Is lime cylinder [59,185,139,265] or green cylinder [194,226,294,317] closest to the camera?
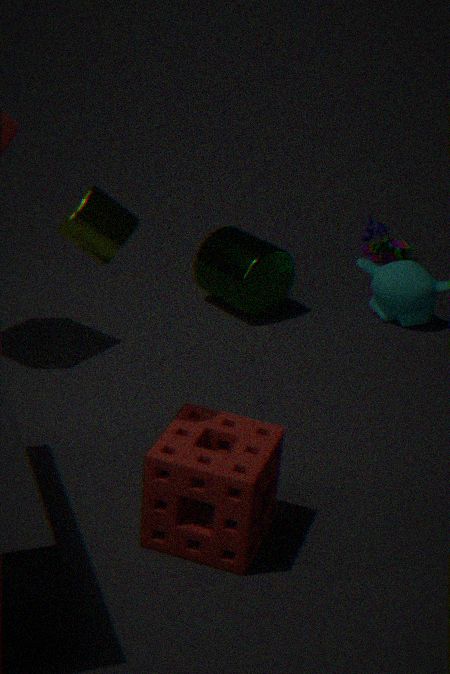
lime cylinder [59,185,139,265]
